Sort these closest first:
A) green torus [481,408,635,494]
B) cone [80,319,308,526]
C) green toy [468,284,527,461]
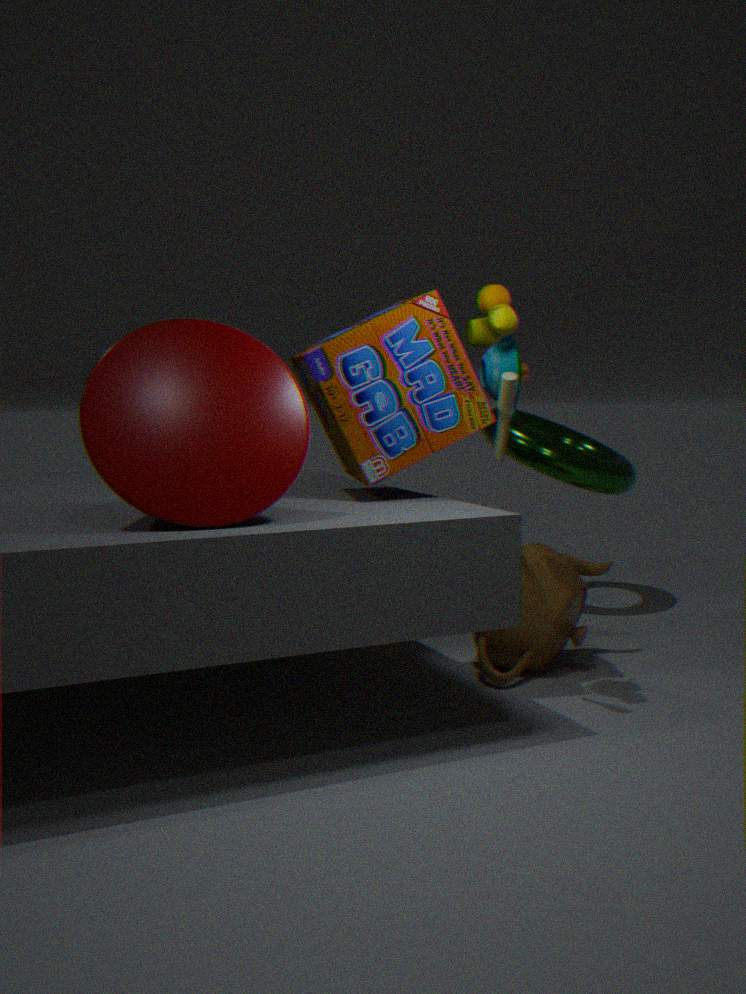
cone [80,319,308,526]
green toy [468,284,527,461]
green torus [481,408,635,494]
